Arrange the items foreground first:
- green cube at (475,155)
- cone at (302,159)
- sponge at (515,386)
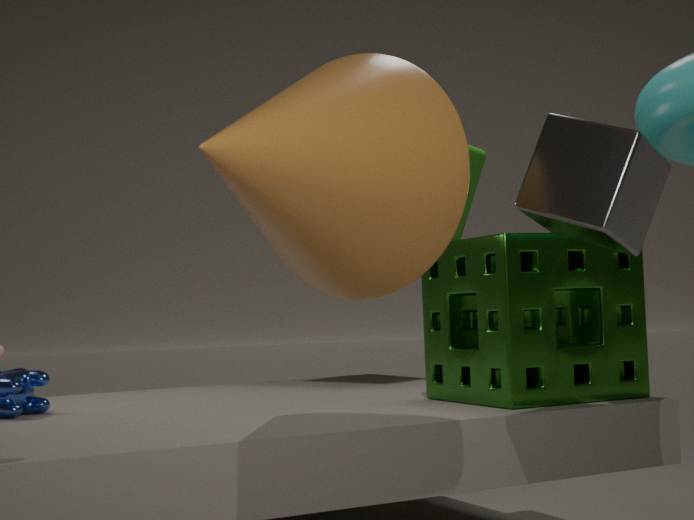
cone at (302,159) → sponge at (515,386) → green cube at (475,155)
